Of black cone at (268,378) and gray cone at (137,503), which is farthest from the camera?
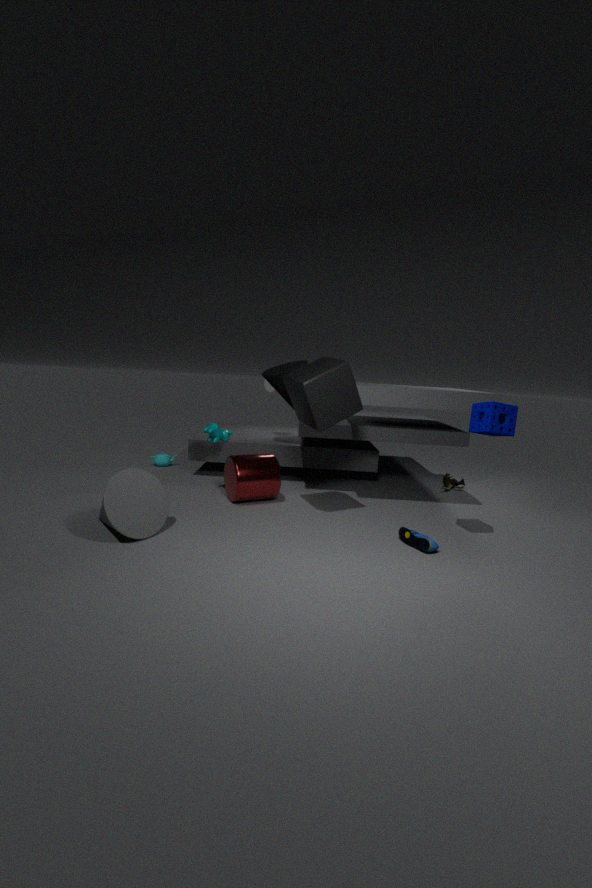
black cone at (268,378)
